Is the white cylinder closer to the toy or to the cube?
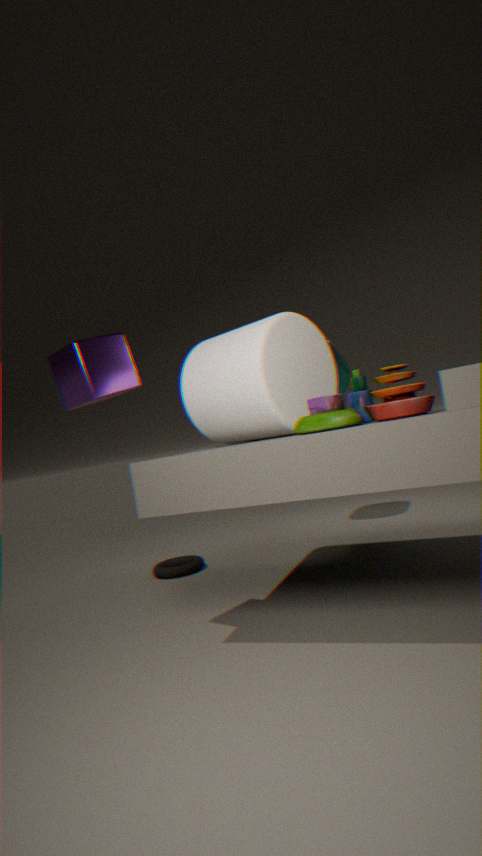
the toy
